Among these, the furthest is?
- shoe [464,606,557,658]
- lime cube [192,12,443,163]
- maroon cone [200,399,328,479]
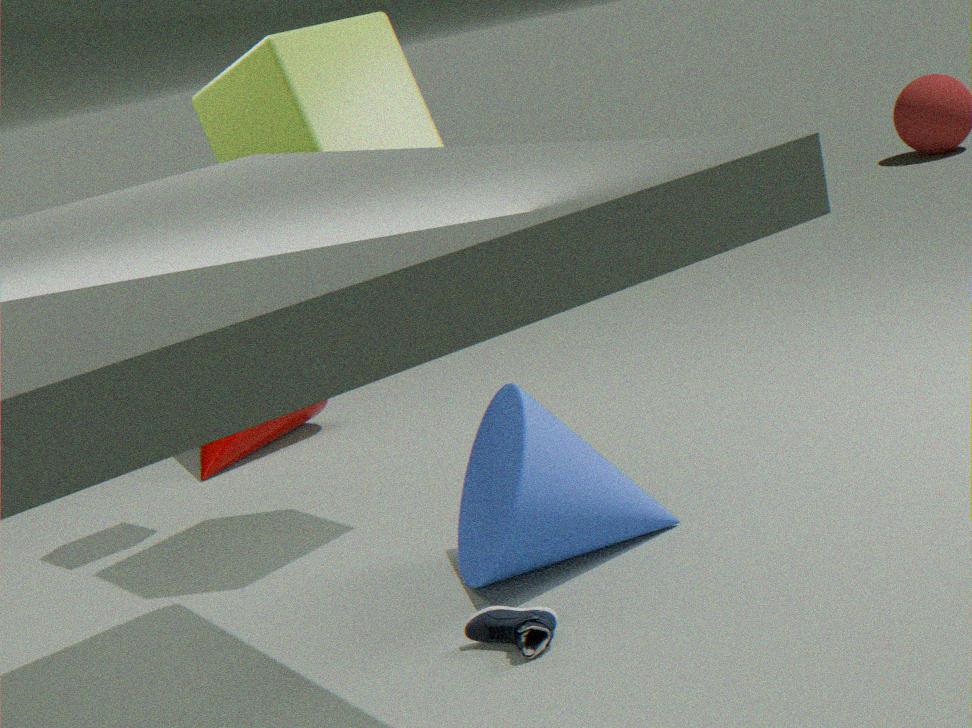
maroon cone [200,399,328,479]
